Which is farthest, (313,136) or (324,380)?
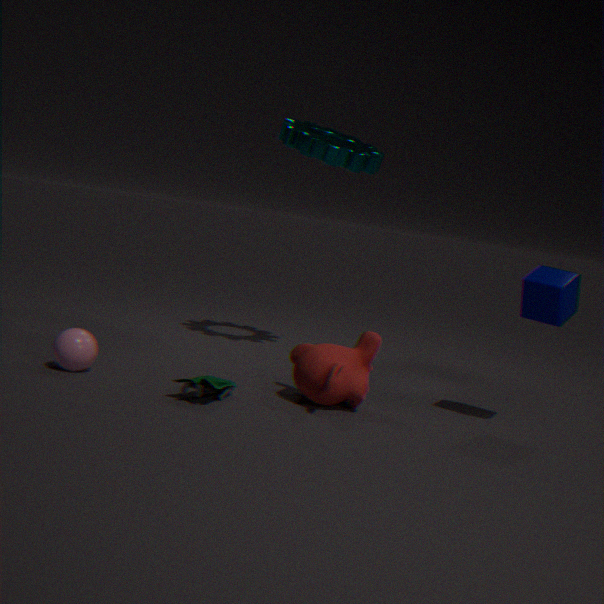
(313,136)
